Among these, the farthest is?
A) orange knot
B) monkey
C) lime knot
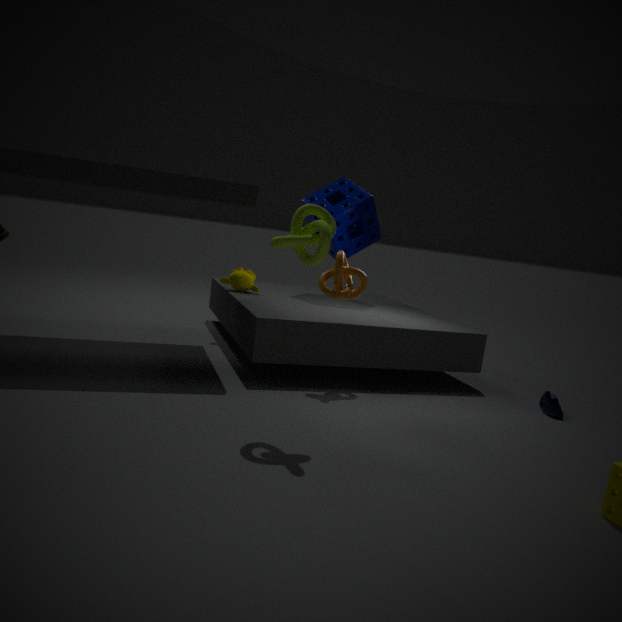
monkey
